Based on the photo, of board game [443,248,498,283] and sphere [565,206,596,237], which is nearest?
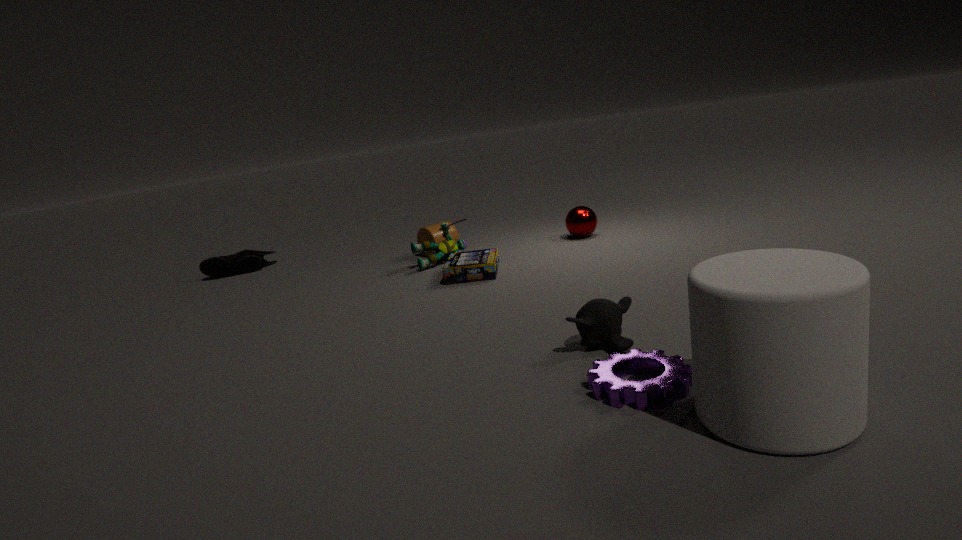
board game [443,248,498,283]
